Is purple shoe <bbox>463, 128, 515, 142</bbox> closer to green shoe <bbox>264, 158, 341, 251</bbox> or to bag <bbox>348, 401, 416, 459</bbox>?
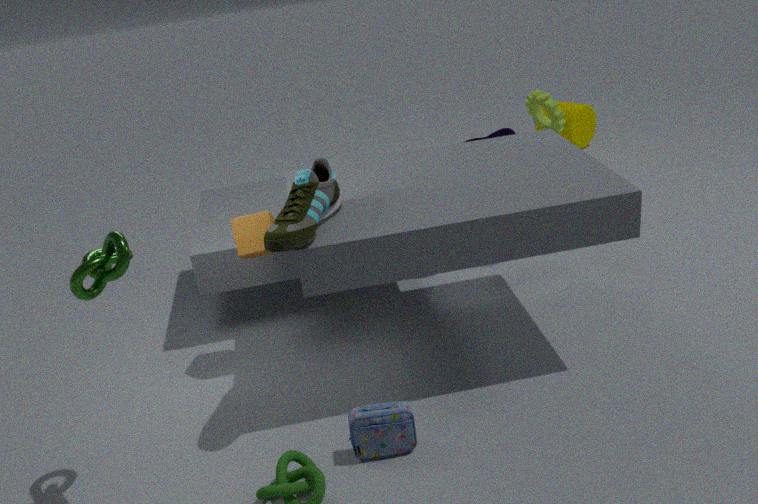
green shoe <bbox>264, 158, 341, 251</bbox>
